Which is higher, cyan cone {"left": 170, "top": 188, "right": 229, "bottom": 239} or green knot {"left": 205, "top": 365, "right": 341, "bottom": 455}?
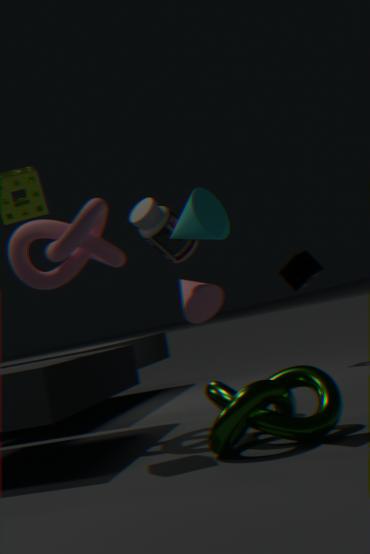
cyan cone {"left": 170, "top": 188, "right": 229, "bottom": 239}
